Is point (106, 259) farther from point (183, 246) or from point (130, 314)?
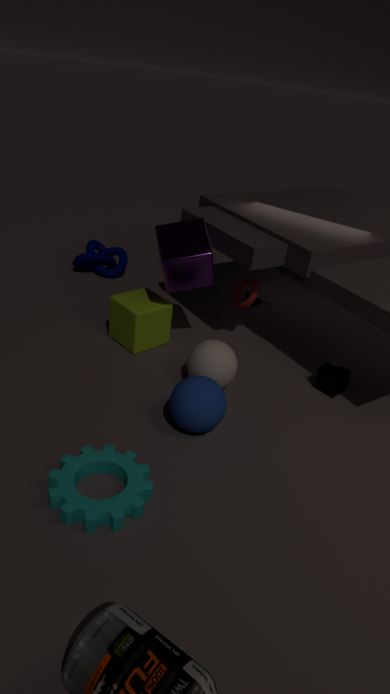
point (183, 246)
